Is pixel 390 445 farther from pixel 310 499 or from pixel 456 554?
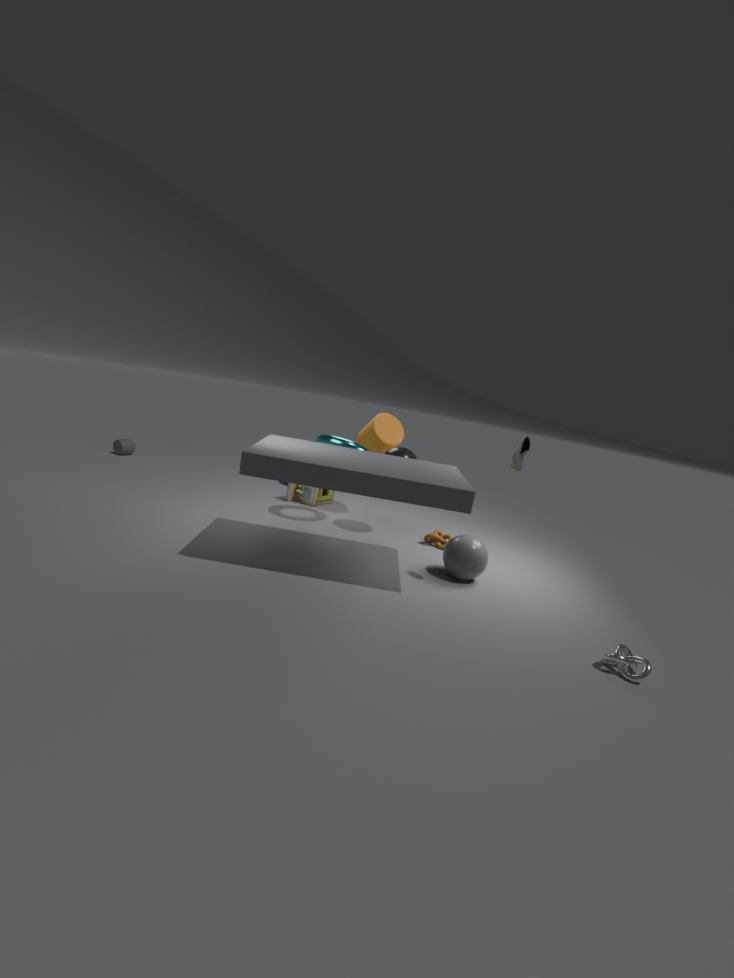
pixel 456 554
